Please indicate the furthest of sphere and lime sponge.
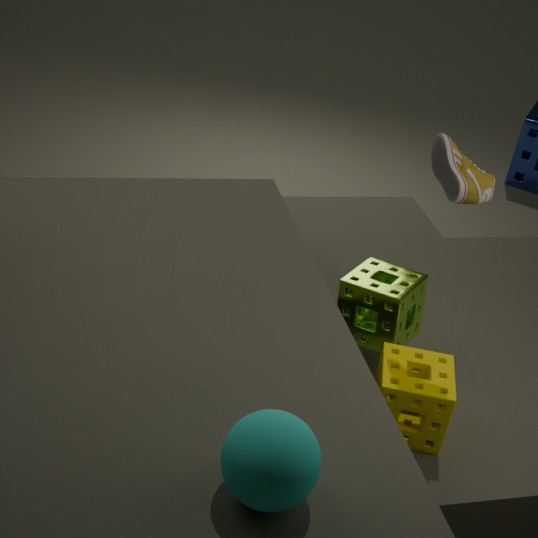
lime sponge
